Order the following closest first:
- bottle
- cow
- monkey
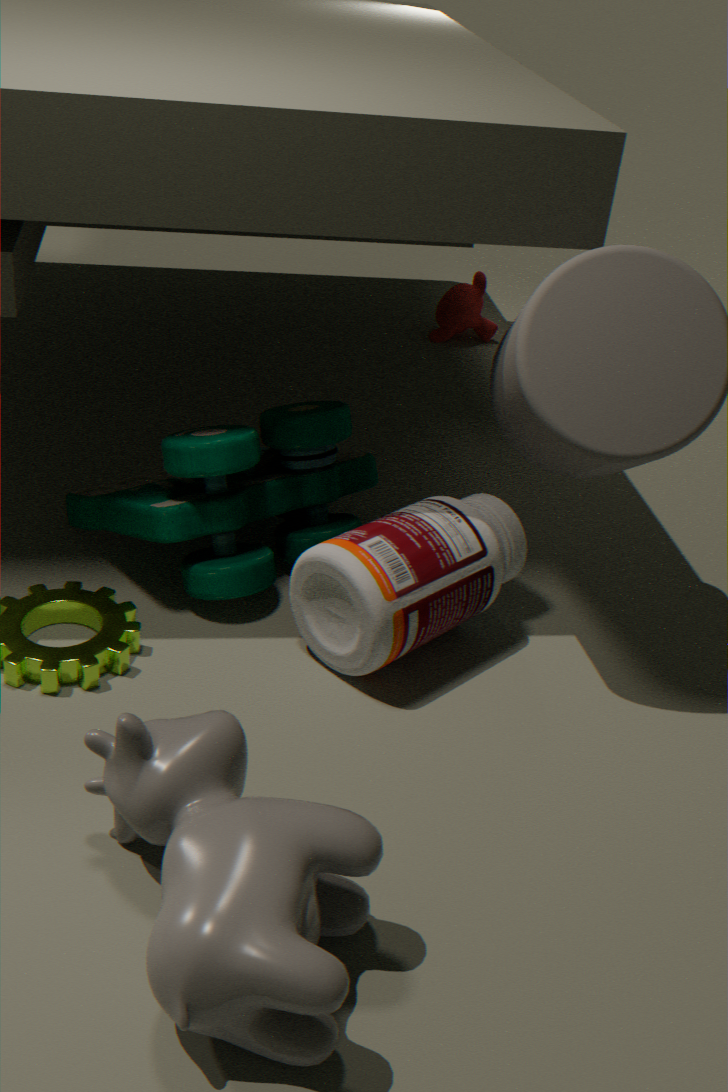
1. cow
2. bottle
3. monkey
